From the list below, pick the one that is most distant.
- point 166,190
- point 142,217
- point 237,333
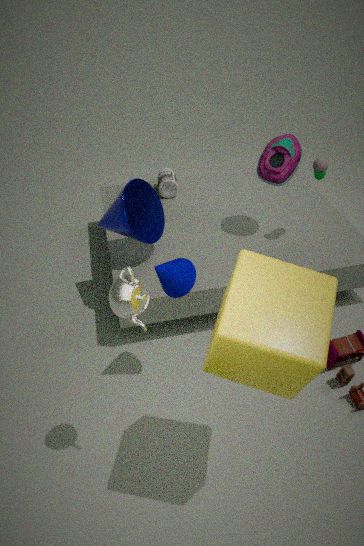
point 166,190
